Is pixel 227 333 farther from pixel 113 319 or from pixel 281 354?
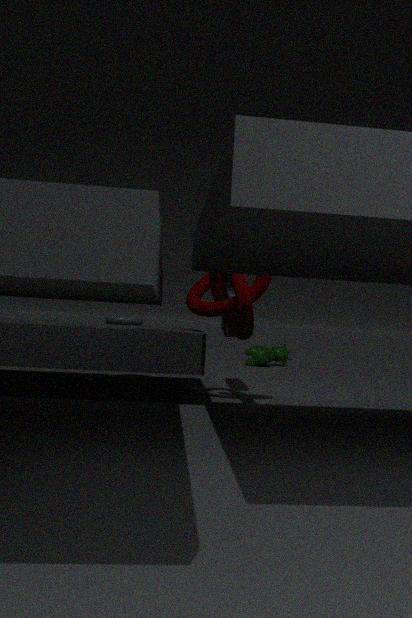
pixel 281 354
